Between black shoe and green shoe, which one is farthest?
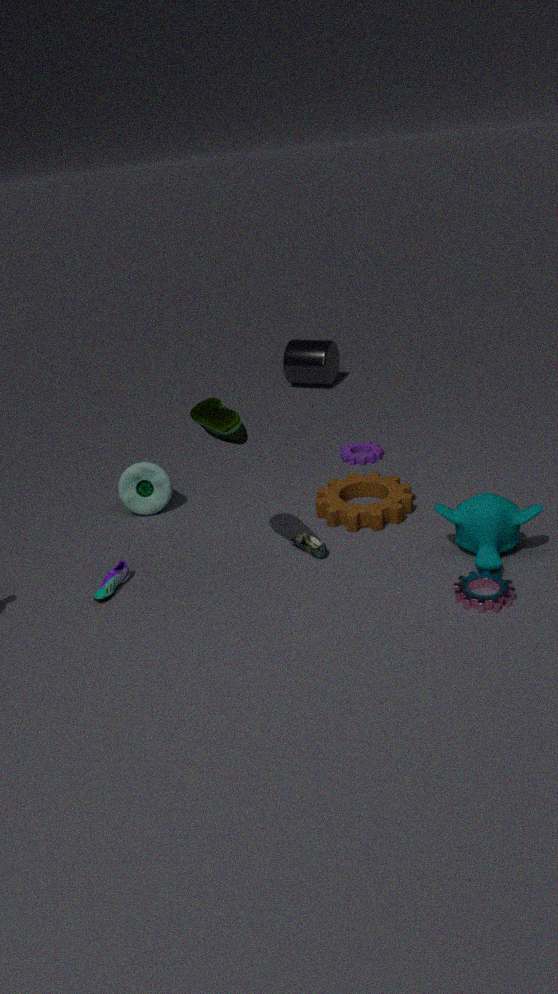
black shoe
